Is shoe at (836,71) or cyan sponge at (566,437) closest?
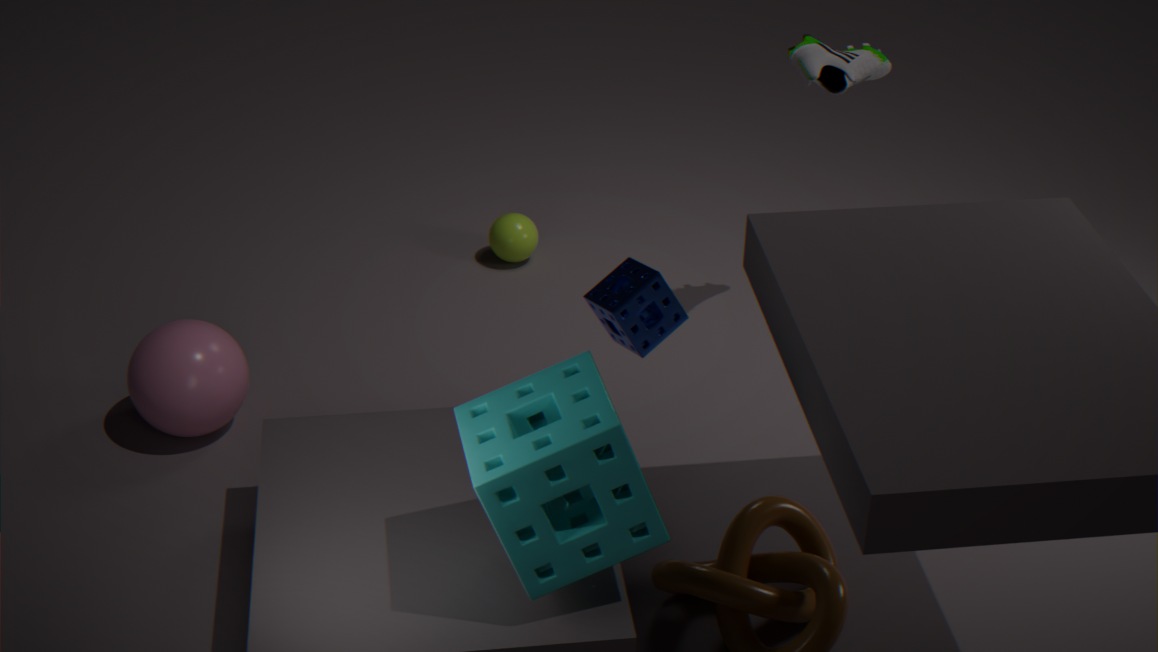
cyan sponge at (566,437)
